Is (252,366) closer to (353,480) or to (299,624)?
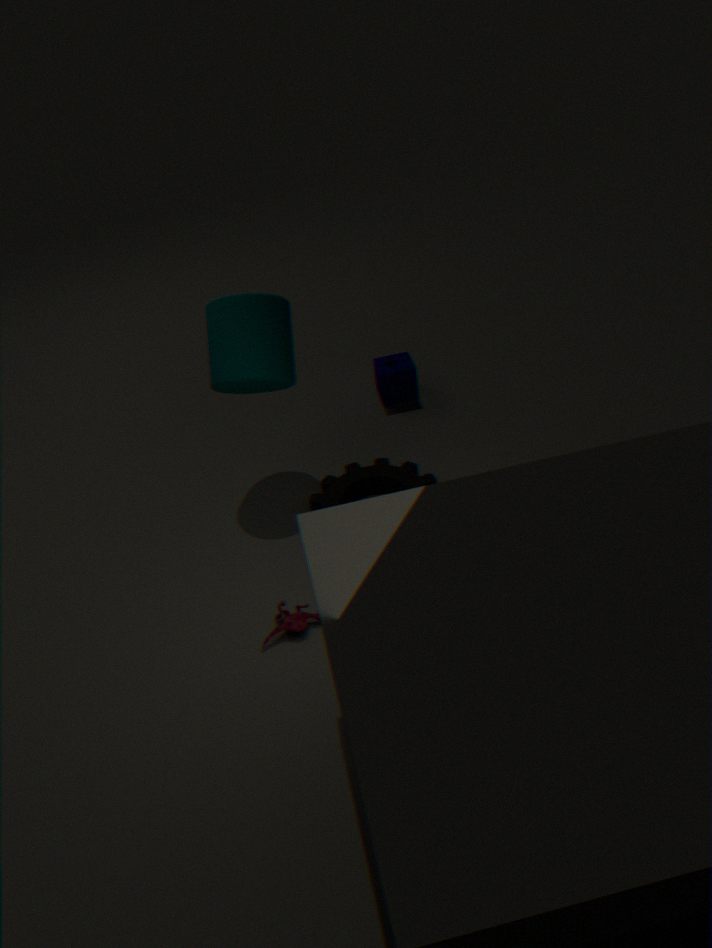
(353,480)
